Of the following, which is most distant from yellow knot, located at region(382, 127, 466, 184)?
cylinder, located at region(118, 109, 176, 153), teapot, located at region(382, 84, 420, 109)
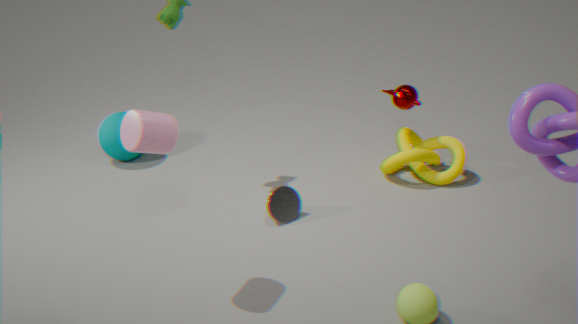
cylinder, located at region(118, 109, 176, 153)
